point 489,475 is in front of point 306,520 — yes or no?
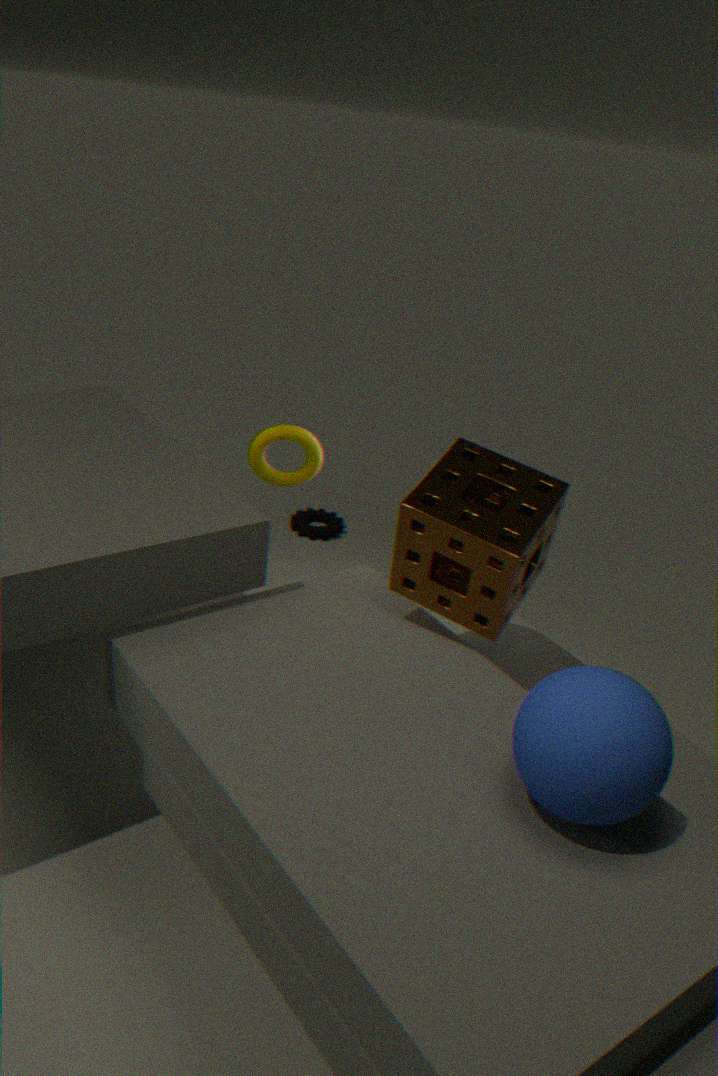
Yes
